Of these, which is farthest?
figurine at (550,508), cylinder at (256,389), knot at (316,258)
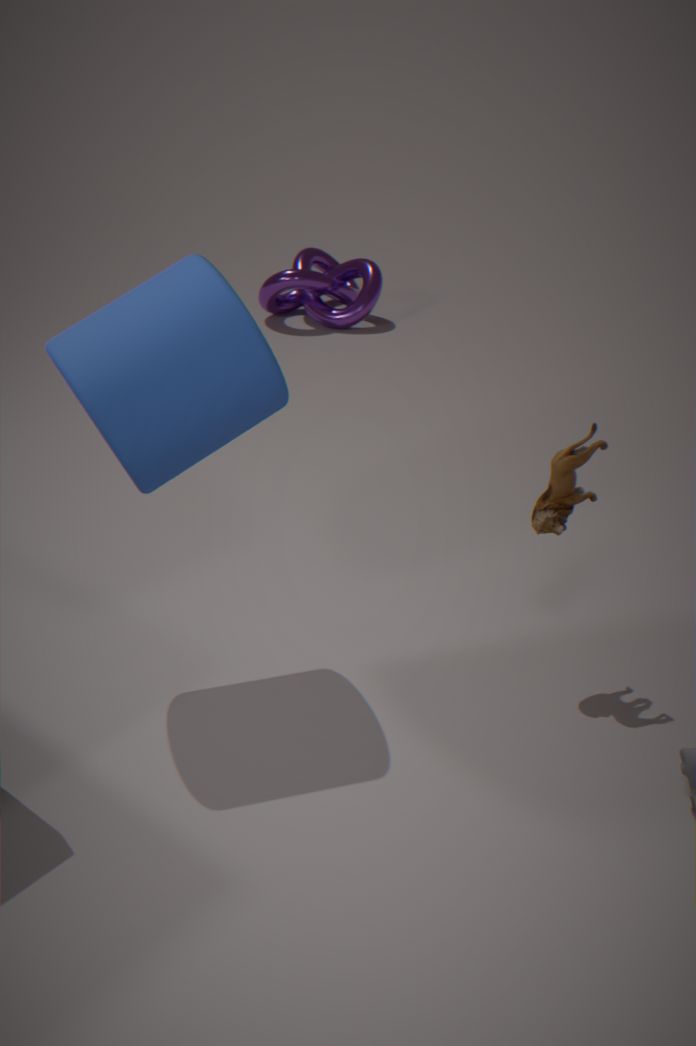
knot at (316,258)
